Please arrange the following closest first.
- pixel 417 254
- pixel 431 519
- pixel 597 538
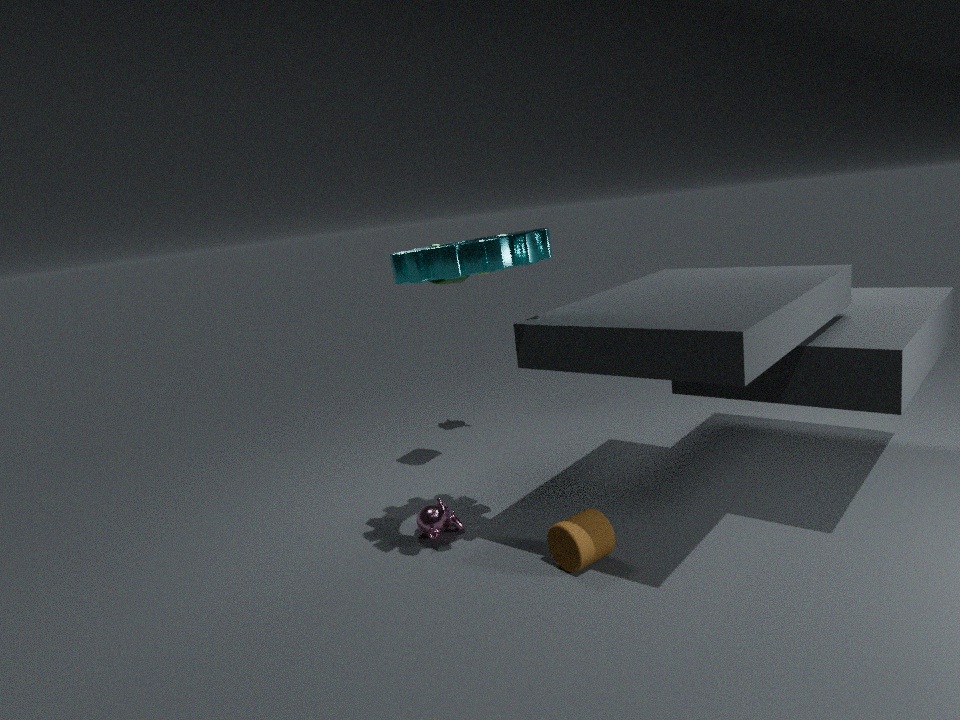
1. pixel 417 254
2. pixel 597 538
3. pixel 431 519
